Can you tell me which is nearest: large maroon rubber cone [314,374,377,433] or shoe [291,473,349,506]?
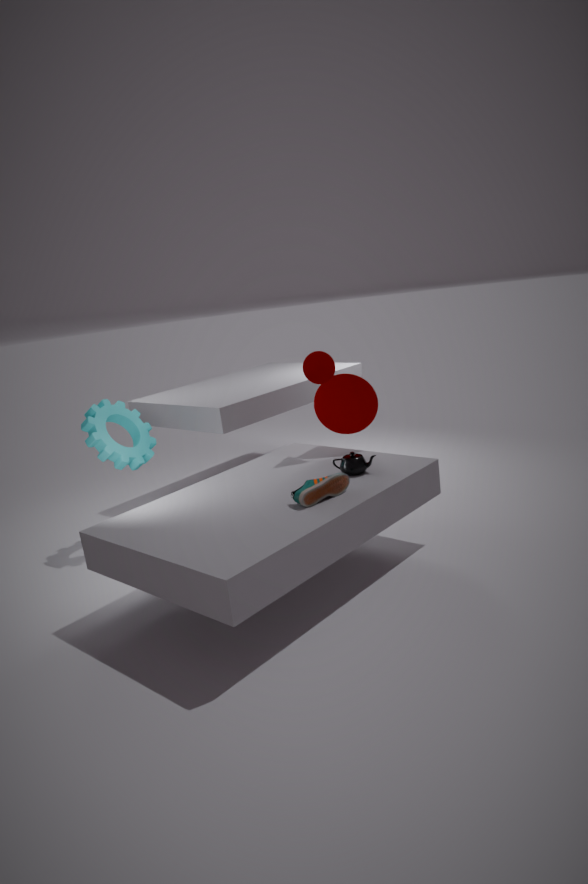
shoe [291,473,349,506]
